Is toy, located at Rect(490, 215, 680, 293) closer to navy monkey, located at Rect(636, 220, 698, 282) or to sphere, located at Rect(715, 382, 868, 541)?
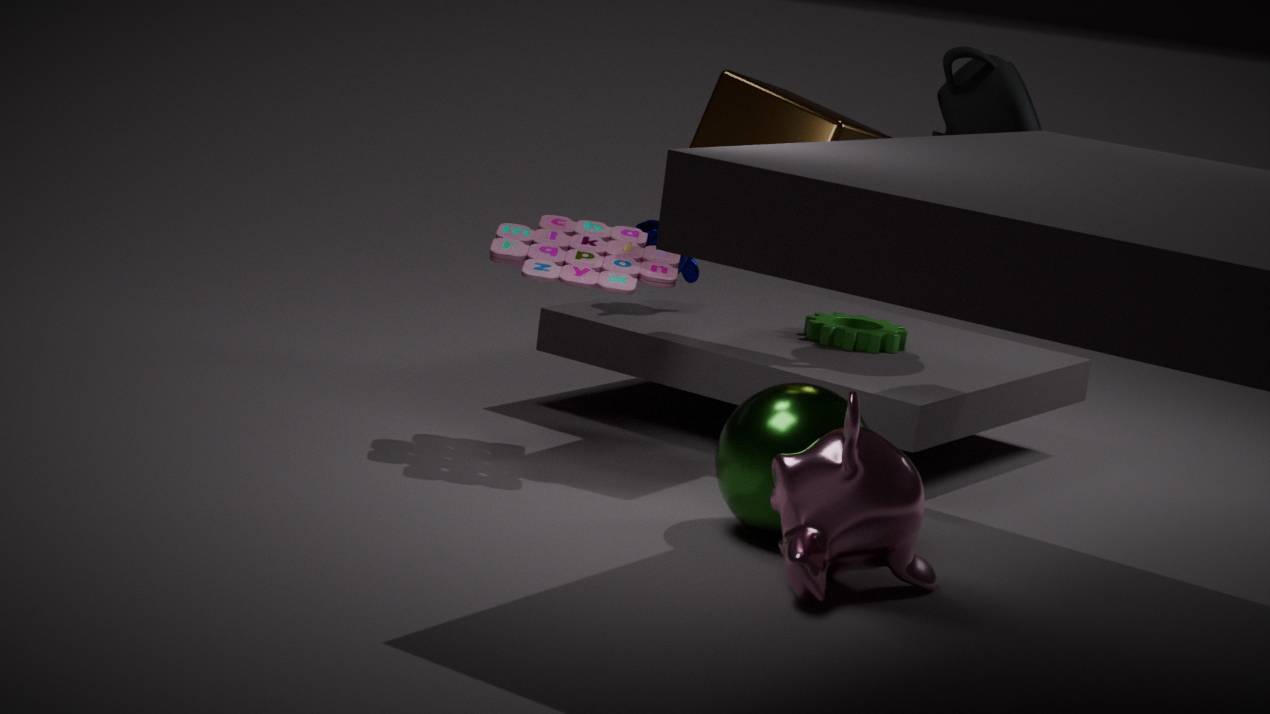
navy monkey, located at Rect(636, 220, 698, 282)
